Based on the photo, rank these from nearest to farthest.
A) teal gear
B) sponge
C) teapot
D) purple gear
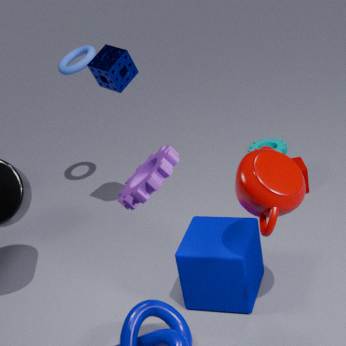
1. purple gear
2. teapot
3. sponge
4. teal gear
